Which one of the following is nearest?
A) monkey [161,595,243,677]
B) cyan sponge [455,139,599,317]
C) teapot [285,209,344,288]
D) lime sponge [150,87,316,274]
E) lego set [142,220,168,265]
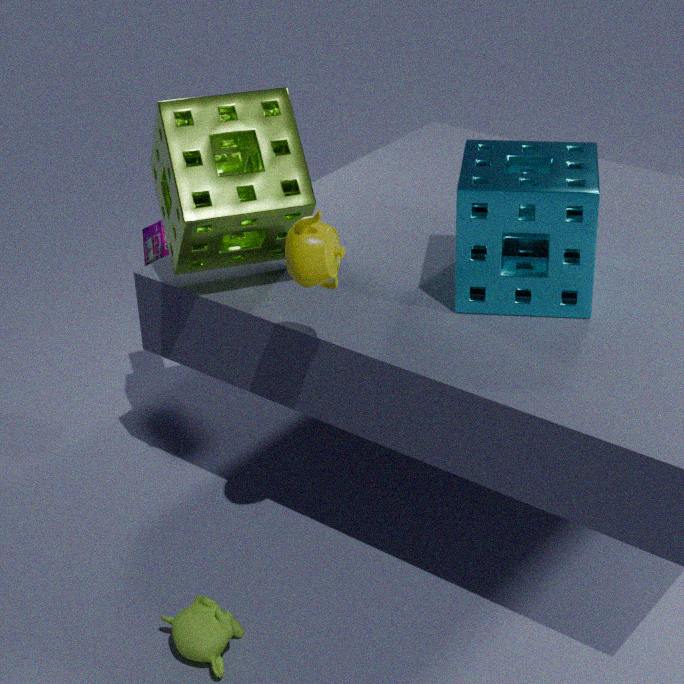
teapot [285,209,344,288]
